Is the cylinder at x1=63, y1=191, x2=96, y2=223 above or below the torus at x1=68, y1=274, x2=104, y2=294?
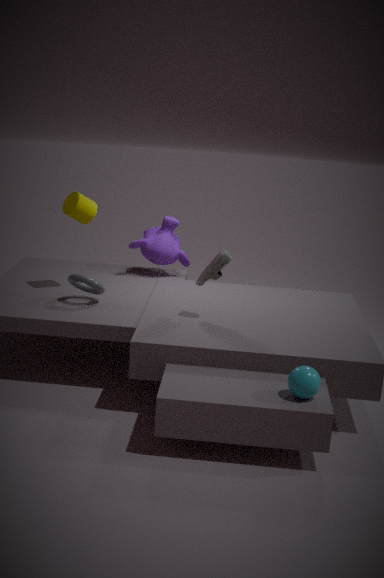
above
